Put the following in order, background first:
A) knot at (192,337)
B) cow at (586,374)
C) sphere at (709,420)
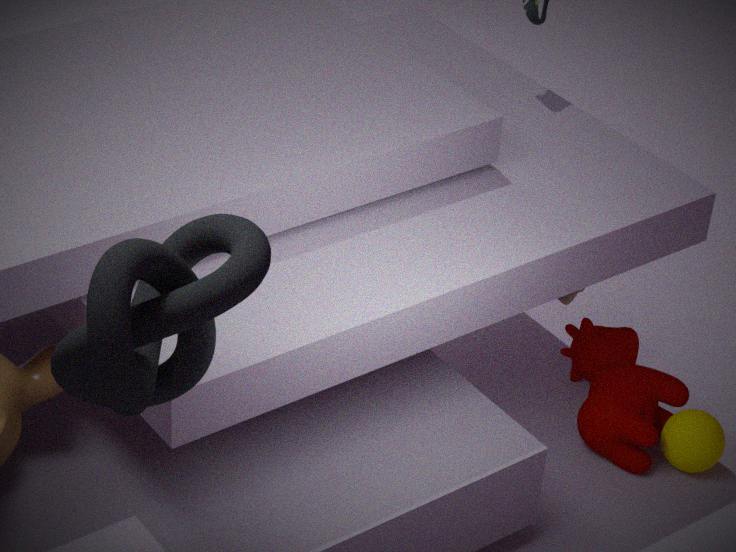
B. cow at (586,374) < C. sphere at (709,420) < A. knot at (192,337)
